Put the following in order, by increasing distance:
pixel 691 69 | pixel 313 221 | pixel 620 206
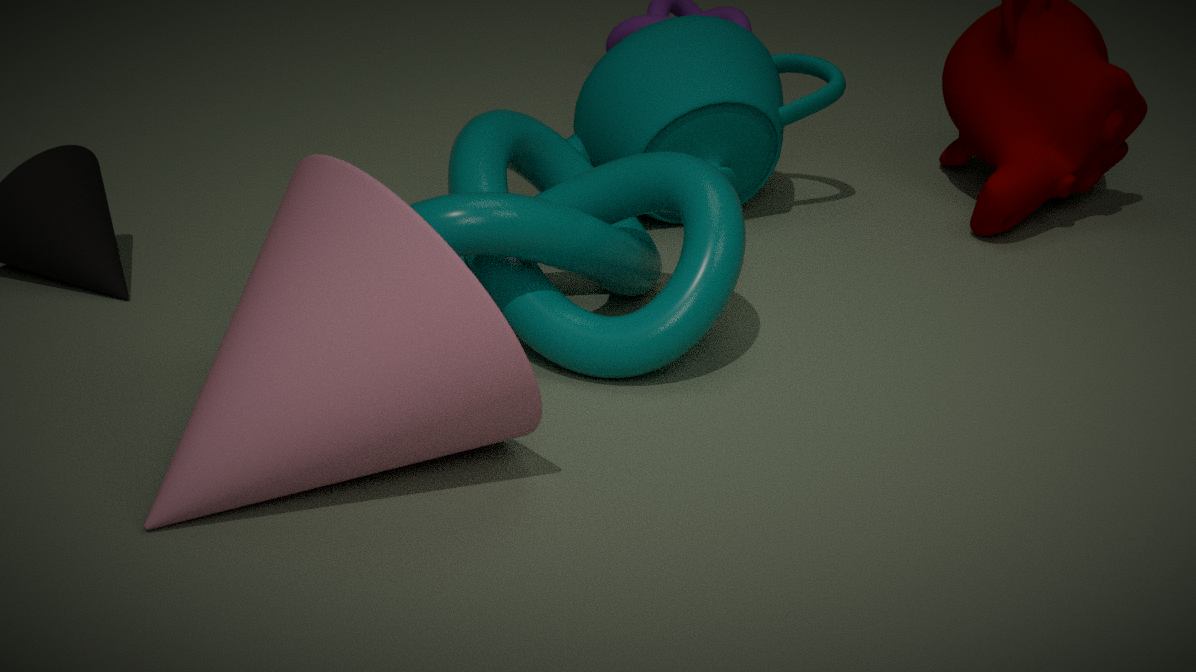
pixel 313 221, pixel 620 206, pixel 691 69
